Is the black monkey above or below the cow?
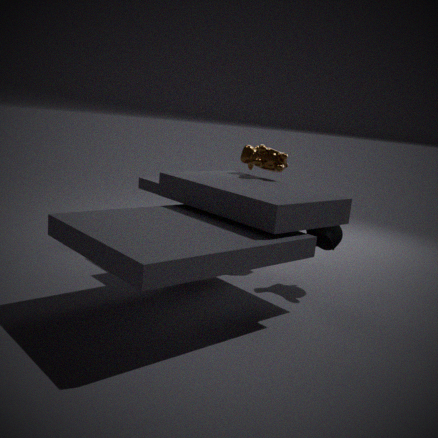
below
